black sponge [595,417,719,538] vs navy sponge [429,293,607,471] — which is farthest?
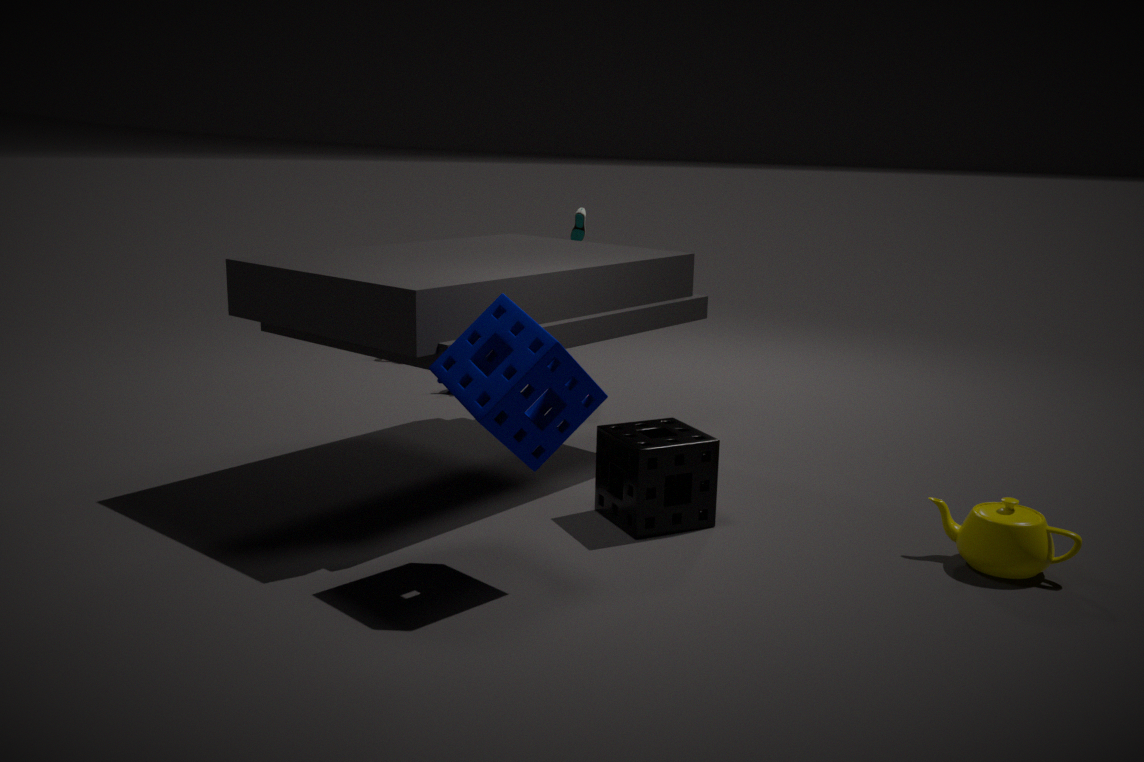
black sponge [595,417,719,538]
